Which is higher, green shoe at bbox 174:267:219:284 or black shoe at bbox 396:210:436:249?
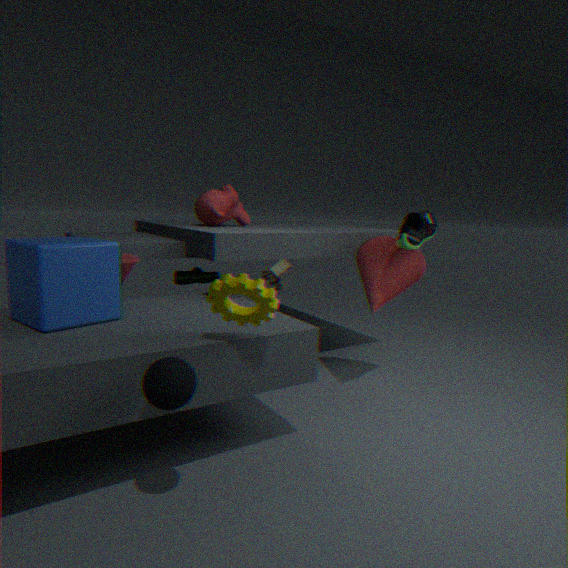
black shoe at bbox 396:210:436:249
